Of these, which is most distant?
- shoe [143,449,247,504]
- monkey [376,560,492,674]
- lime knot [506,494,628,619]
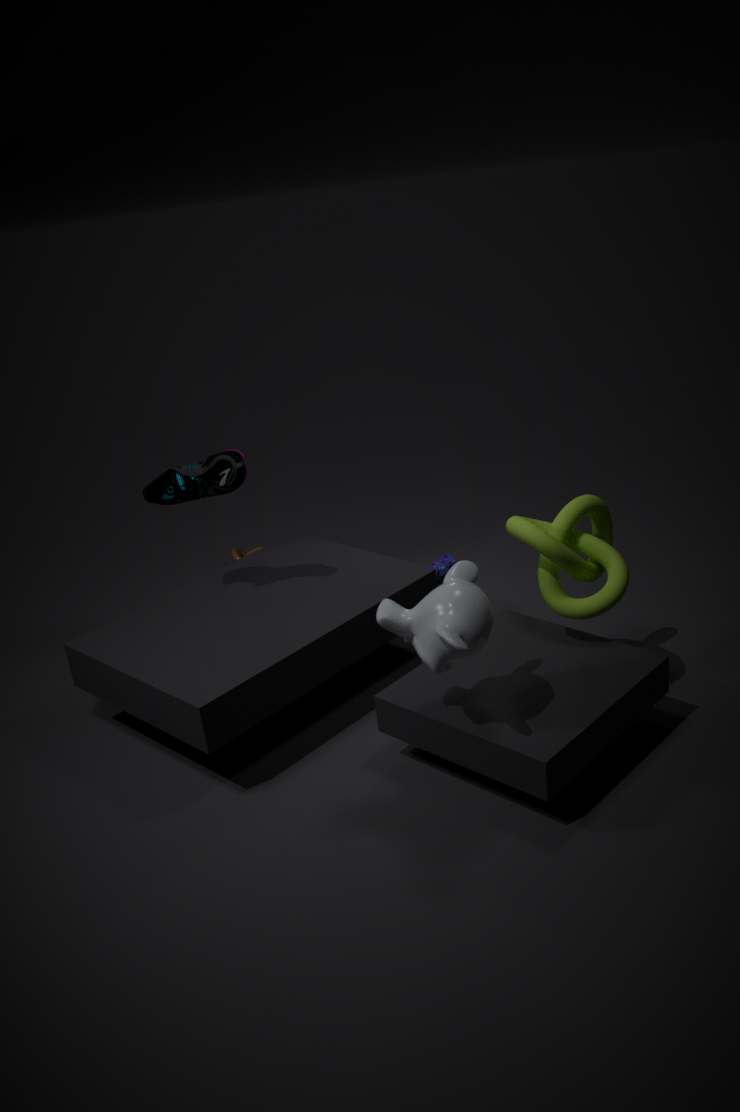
shoe [143,449,247,504]
